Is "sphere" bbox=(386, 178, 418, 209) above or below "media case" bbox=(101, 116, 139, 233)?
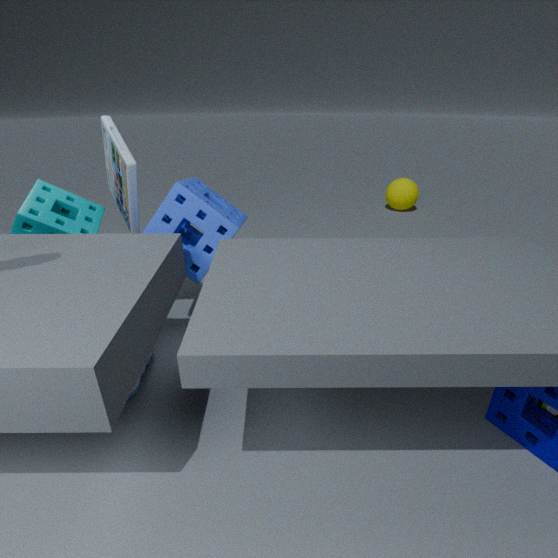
below
